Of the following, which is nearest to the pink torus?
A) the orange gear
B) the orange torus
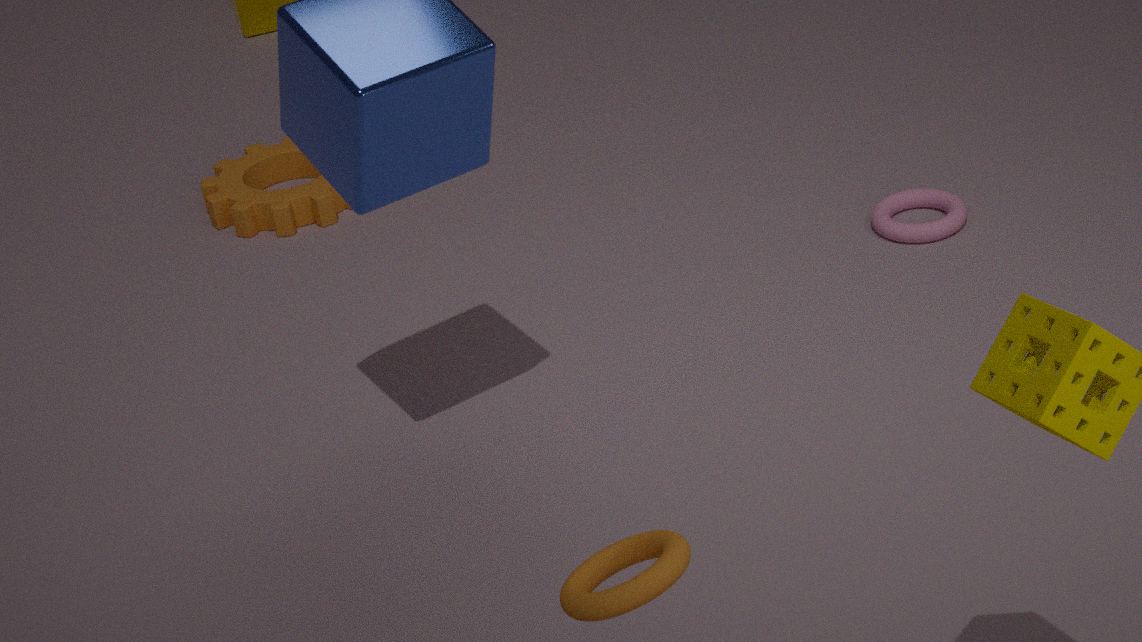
the orange gear
